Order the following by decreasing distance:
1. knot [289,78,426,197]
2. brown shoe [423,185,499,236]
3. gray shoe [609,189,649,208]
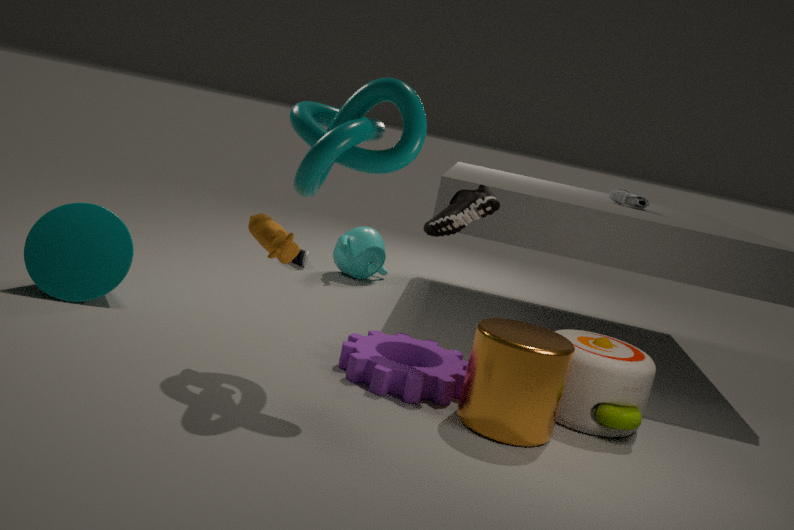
gray shoe [609,189,649,208], brown shoe [423,185,499,236], knot [289,78,426,197]
